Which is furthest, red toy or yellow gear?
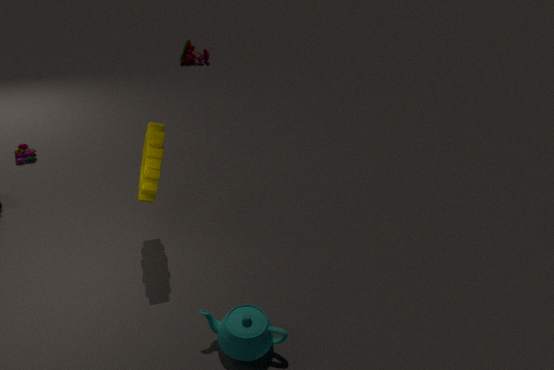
red toy
